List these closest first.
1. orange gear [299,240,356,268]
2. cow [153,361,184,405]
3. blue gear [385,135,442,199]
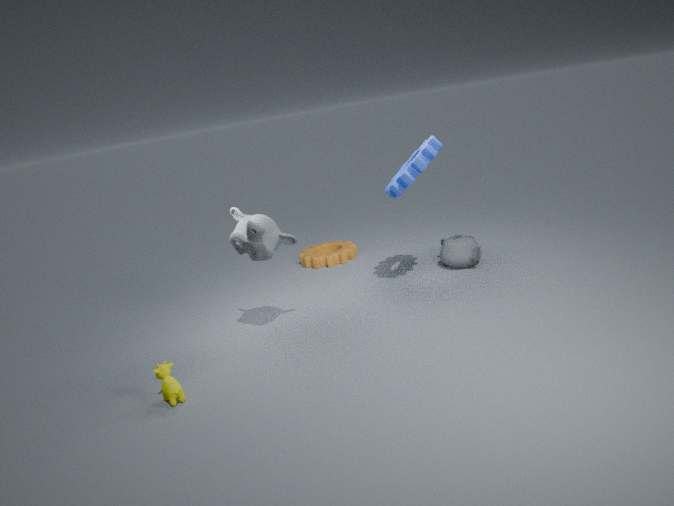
cow [153,361,184,405], blue gear [385,135,442,199], orange gear [299,240,356,268]
